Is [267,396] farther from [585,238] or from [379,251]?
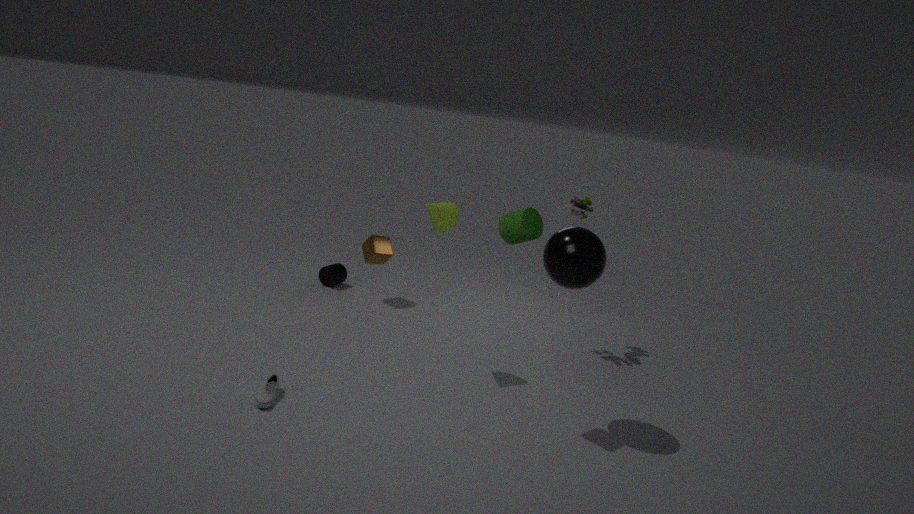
[379,251]
